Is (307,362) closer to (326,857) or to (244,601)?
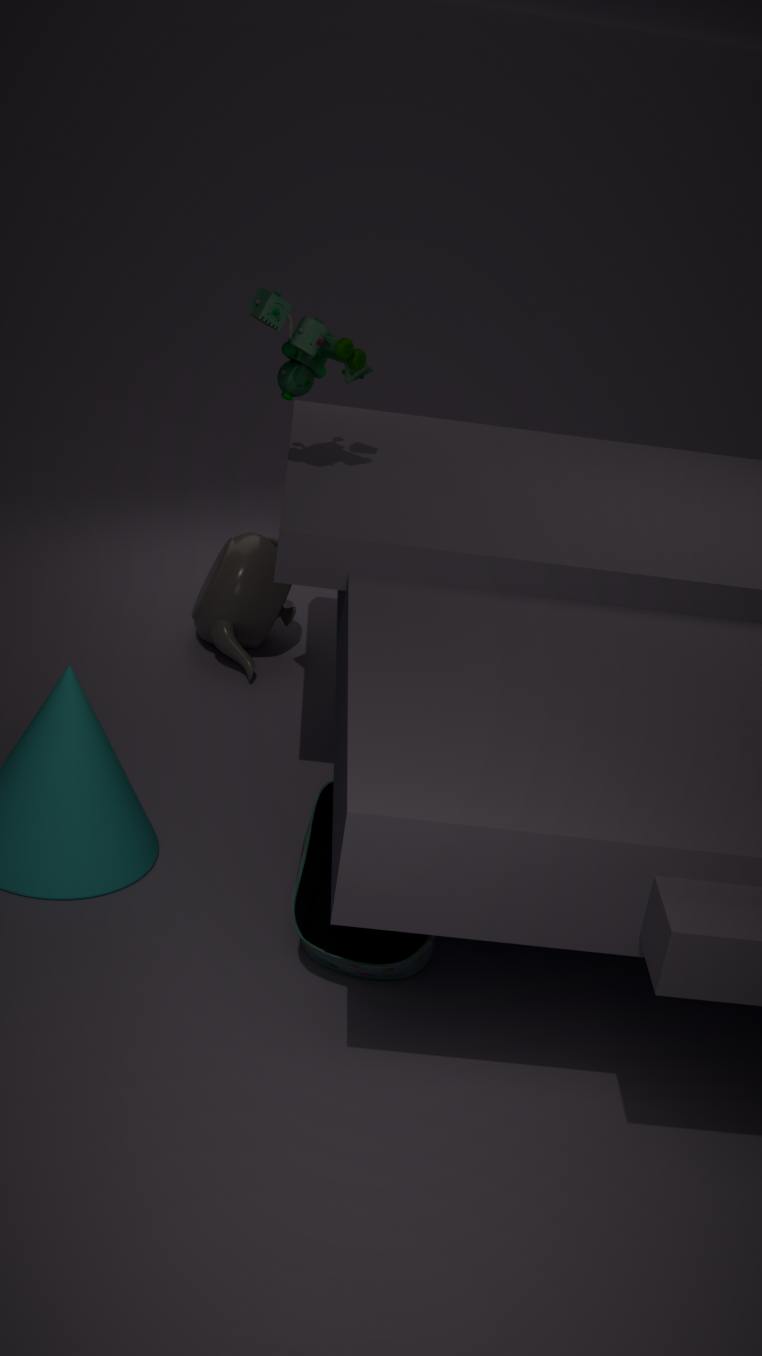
(244,601)
